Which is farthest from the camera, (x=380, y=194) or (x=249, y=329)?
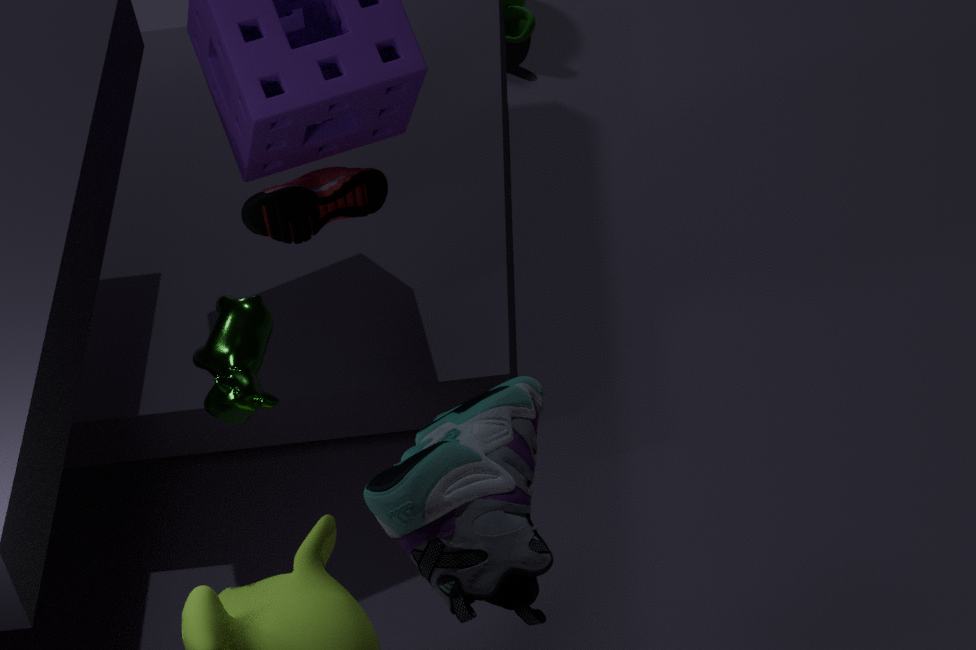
(x=380, y=194)
